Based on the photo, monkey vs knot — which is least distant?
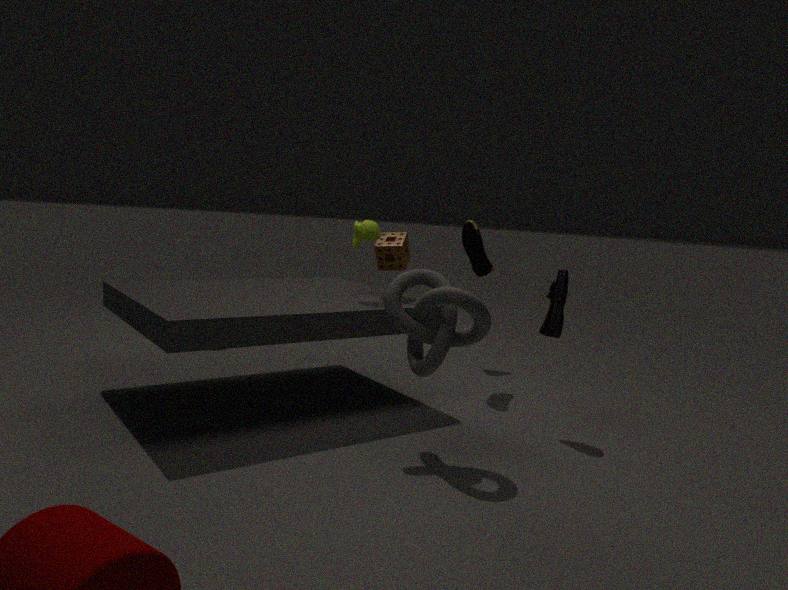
knot
